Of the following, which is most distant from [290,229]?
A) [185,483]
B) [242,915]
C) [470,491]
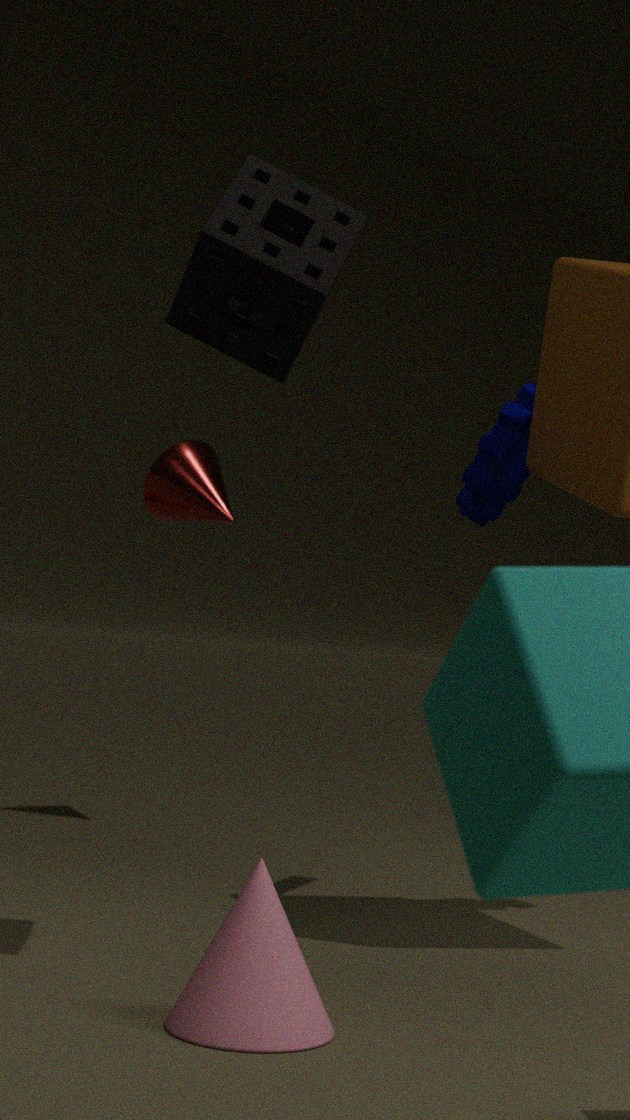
[185,483]
